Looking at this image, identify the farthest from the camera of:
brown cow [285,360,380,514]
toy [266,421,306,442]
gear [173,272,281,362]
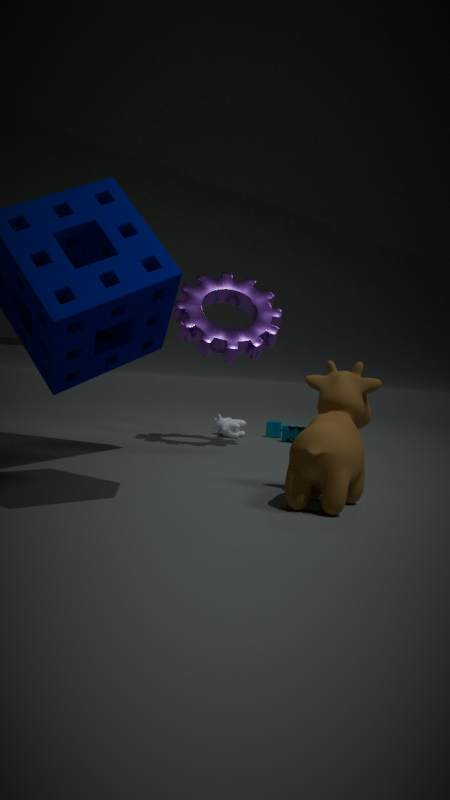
toy [266,421,306,442]
